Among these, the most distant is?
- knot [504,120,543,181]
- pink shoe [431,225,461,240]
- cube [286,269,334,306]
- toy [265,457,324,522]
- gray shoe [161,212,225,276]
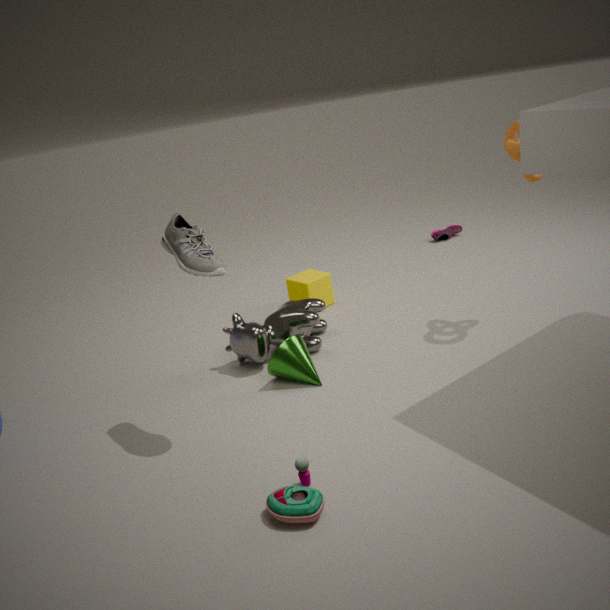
pink shoe [431,225,461,240]
